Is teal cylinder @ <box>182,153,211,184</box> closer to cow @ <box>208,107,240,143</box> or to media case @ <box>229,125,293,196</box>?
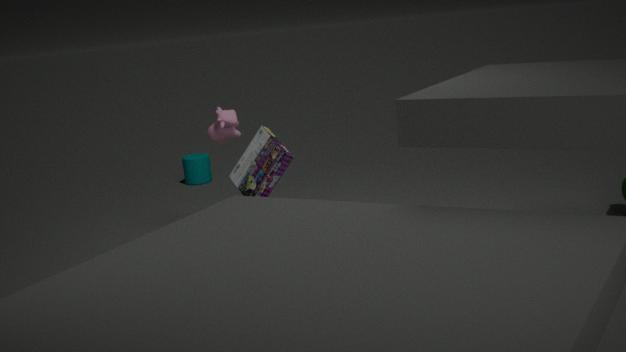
cow @ <box>208,107,240,143</box>
